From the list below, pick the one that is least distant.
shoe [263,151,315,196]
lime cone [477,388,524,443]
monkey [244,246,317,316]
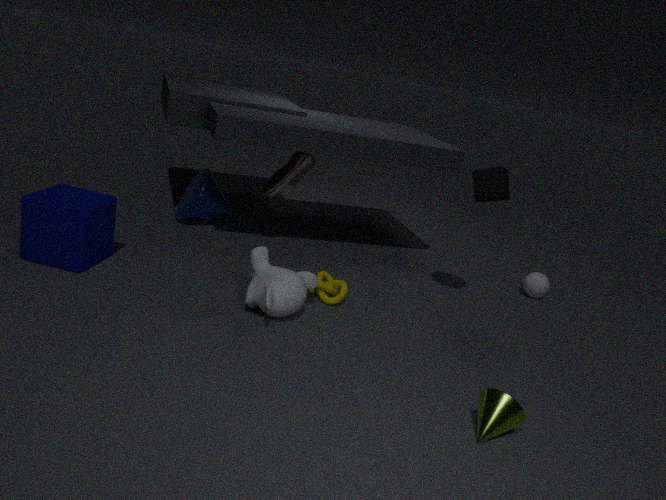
lime cone [477,388,524,443]
